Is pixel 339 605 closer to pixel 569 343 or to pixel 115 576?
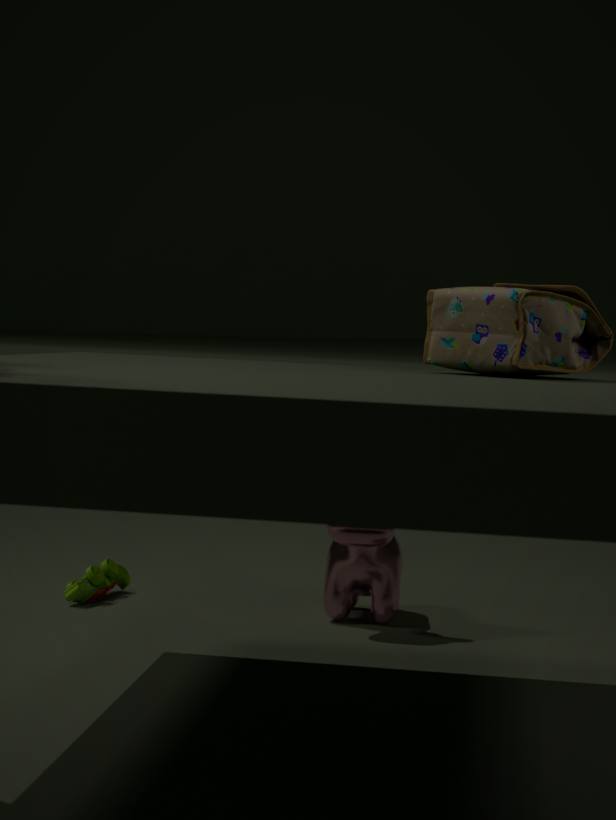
pixel 115 576
